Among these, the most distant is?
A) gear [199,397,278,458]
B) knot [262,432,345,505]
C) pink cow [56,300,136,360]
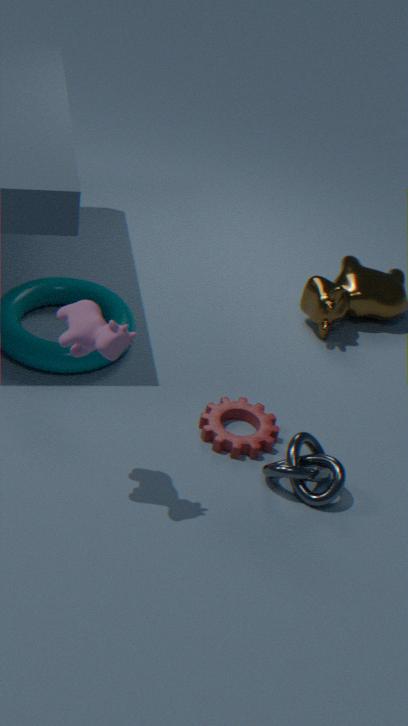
gear [199,397,278,458]
